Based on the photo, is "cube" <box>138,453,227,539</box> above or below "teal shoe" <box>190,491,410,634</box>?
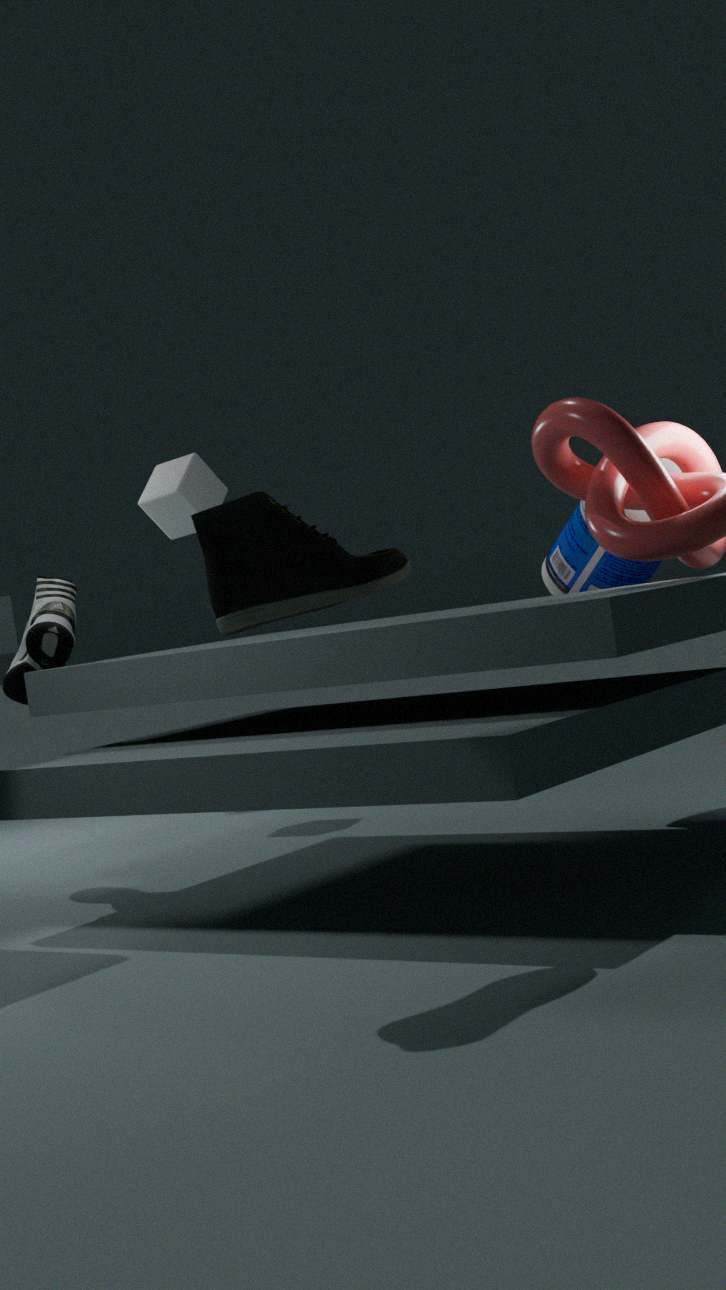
above
